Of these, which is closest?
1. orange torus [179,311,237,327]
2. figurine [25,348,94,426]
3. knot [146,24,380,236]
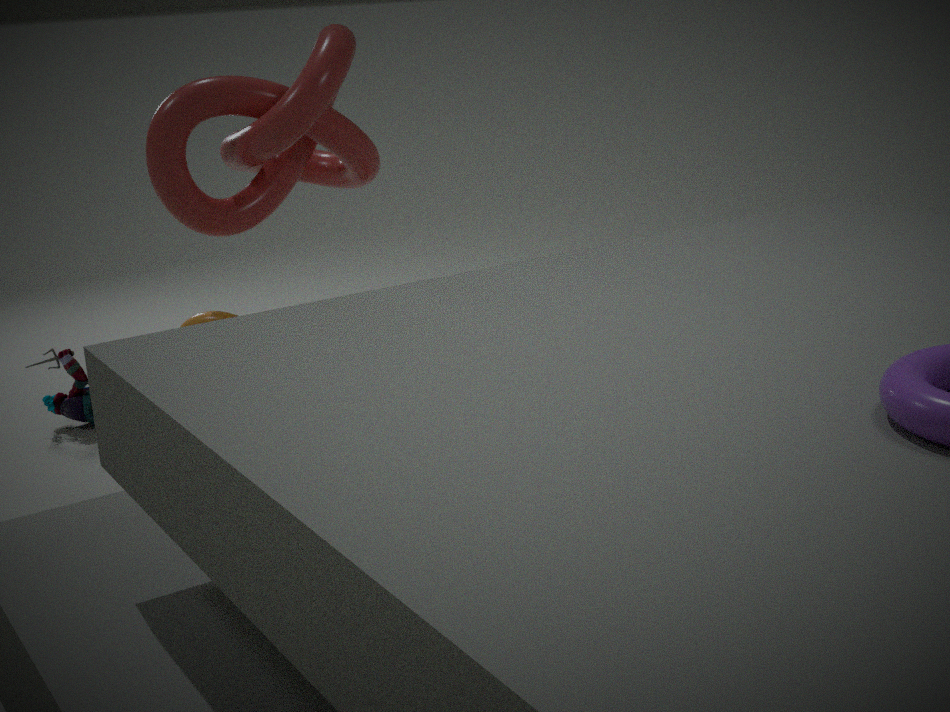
knot [146,24,380,236]
